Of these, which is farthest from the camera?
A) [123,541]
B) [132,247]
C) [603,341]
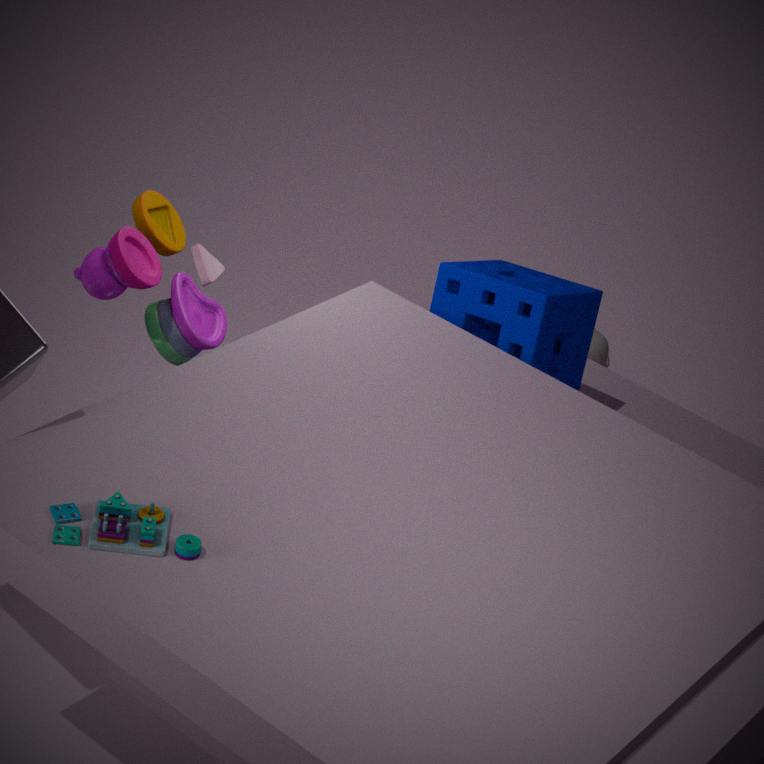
[603,341]
